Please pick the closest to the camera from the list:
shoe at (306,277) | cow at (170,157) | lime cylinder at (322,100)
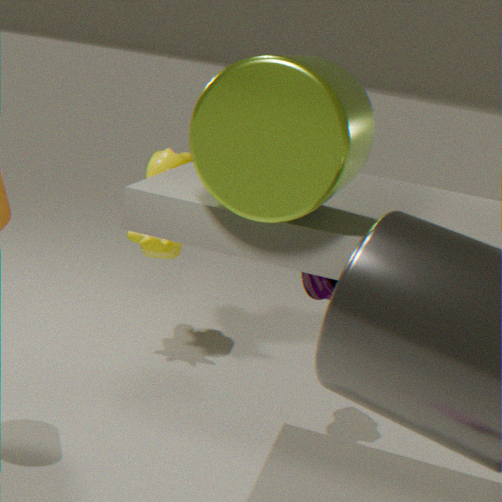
lime cylinder at (322,100)
